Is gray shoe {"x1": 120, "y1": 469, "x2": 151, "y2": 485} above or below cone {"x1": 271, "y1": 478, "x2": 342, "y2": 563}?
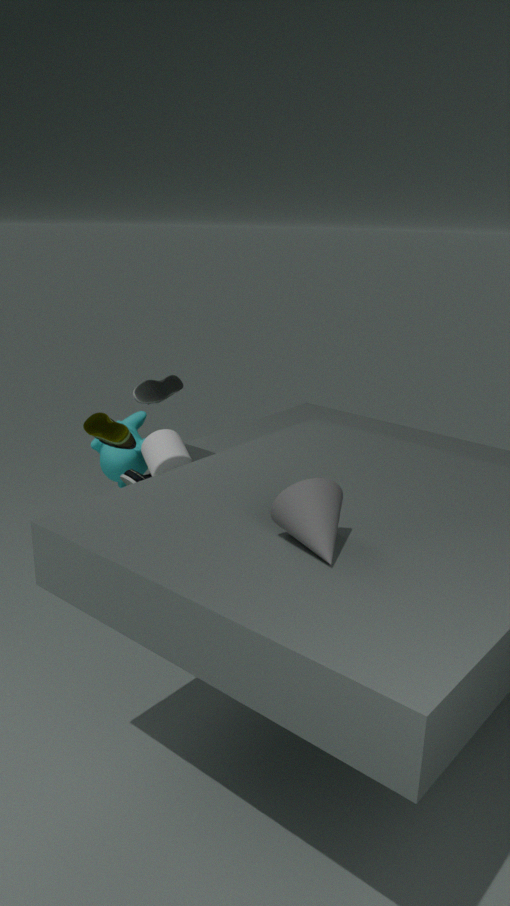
below
